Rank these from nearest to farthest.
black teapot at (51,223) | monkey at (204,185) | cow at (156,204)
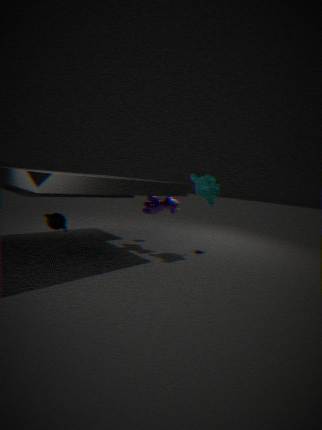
black teapot at (51,223) → monkey at (204,185) → cow at (156,204)
